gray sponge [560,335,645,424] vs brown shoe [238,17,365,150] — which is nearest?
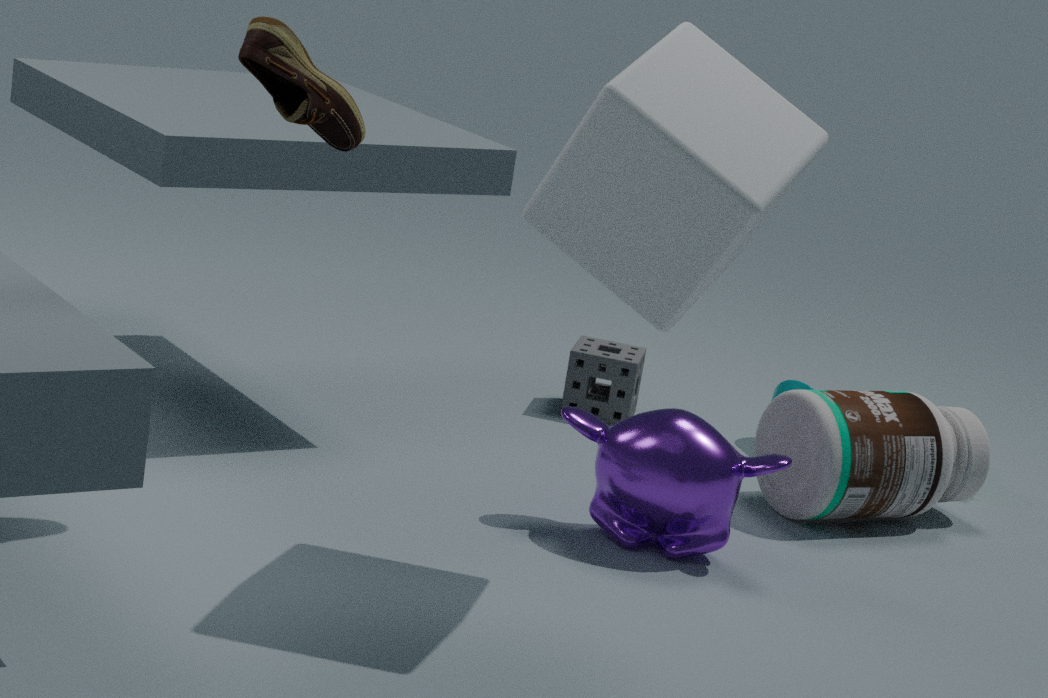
brown shoe [238,17,365,150]
